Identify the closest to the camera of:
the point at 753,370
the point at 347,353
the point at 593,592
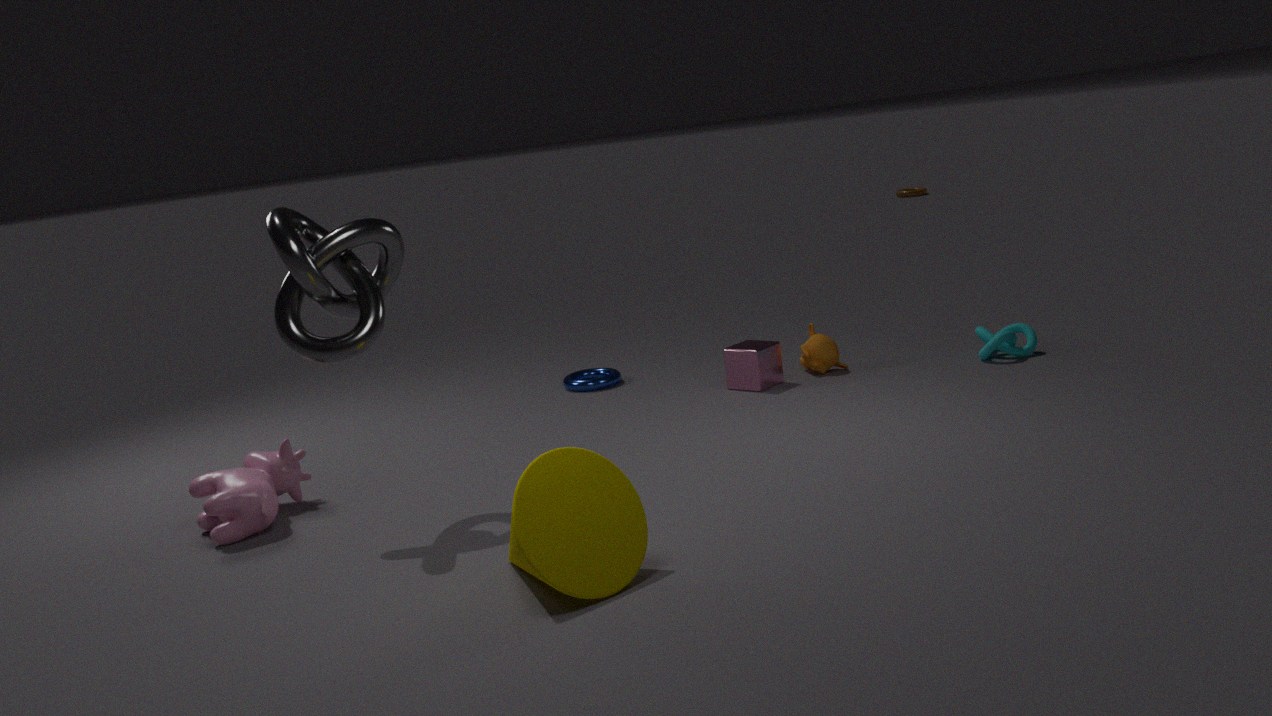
the point at 593,592
